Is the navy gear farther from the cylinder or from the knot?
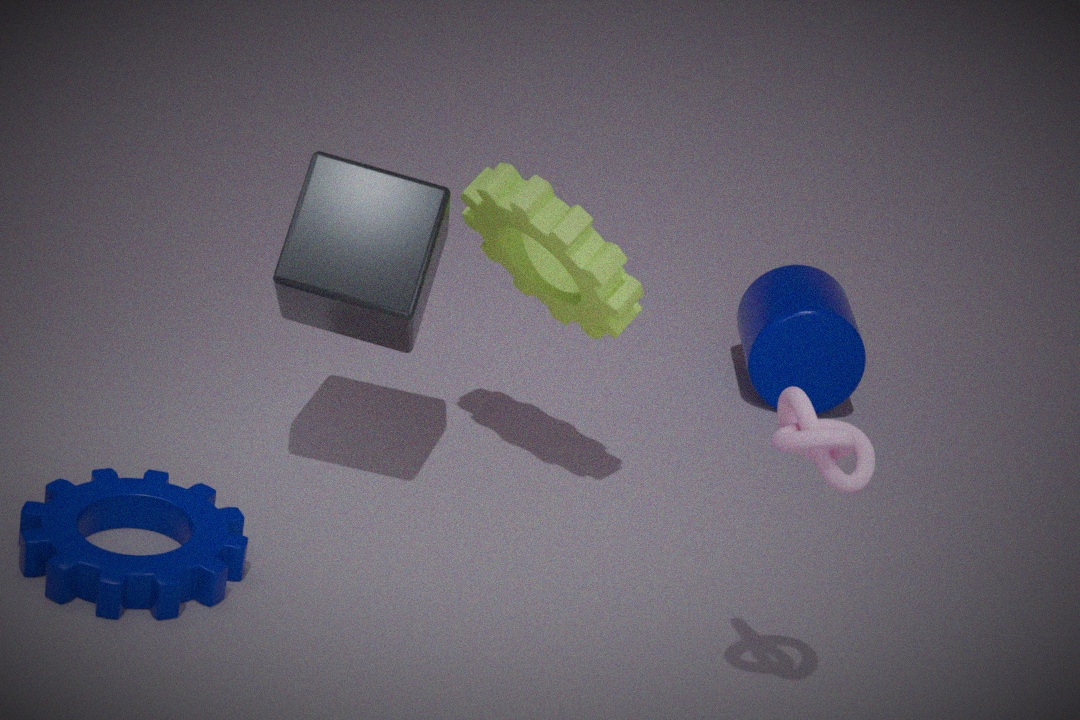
the cylinder
